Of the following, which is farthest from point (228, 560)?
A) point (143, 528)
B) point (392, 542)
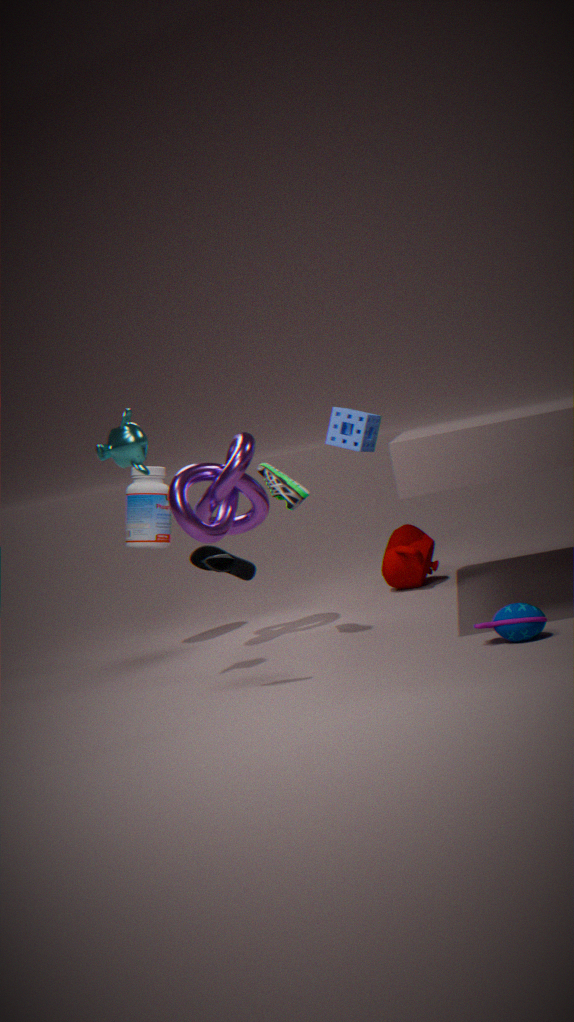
point (392, 542)
